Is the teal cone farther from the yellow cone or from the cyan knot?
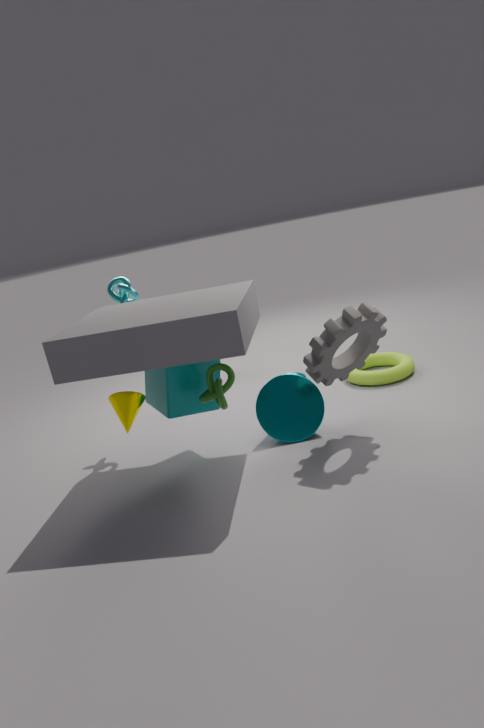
the cyan knot
